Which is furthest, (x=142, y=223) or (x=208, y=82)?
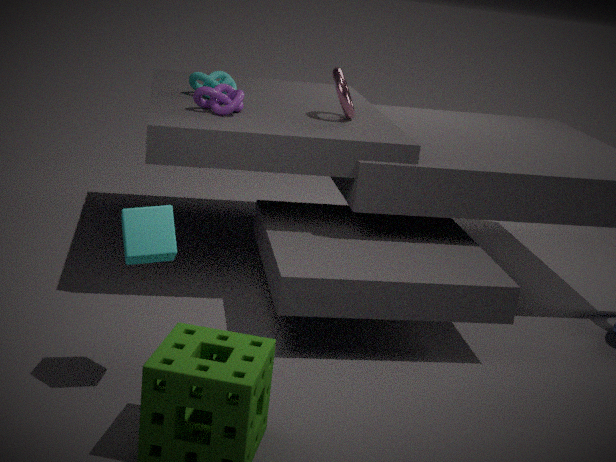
(x=208, y=82)
